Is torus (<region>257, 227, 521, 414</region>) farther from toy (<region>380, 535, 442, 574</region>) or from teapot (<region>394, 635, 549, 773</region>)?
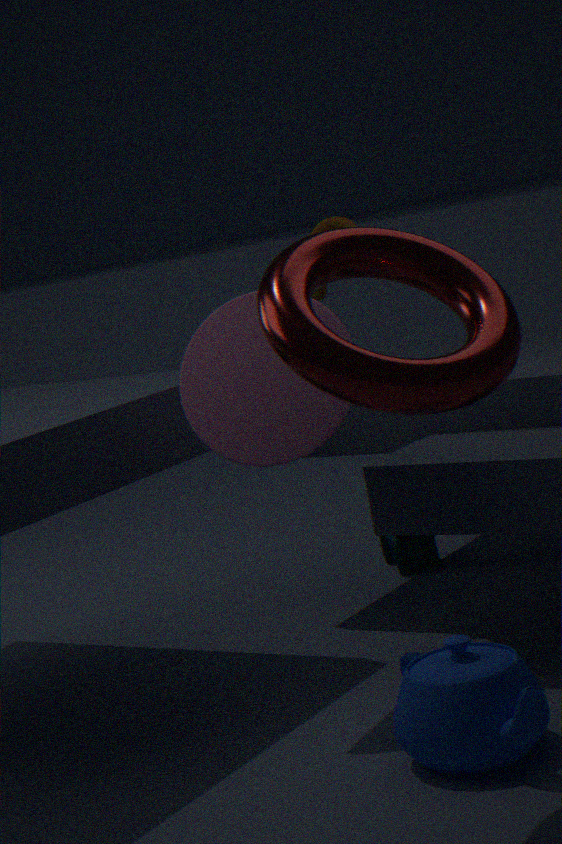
toy (<region>380, 535, 442, 574</region>)
